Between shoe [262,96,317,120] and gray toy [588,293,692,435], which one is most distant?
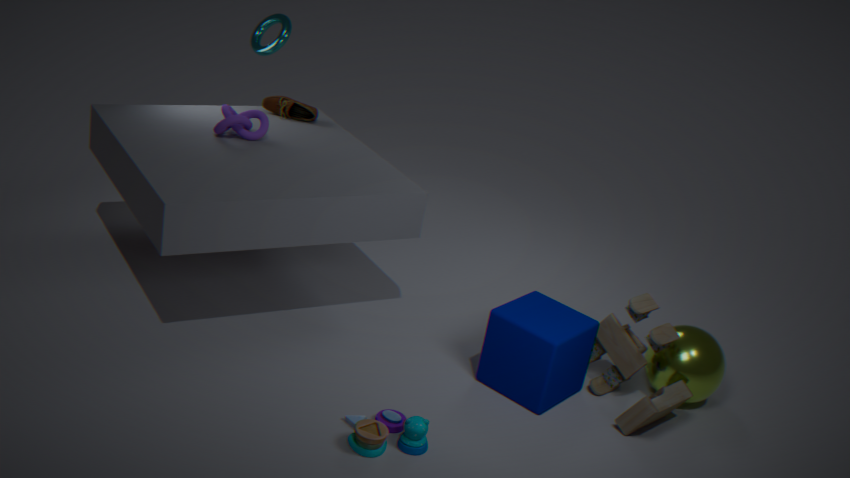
shoe [262,96,317,120]
